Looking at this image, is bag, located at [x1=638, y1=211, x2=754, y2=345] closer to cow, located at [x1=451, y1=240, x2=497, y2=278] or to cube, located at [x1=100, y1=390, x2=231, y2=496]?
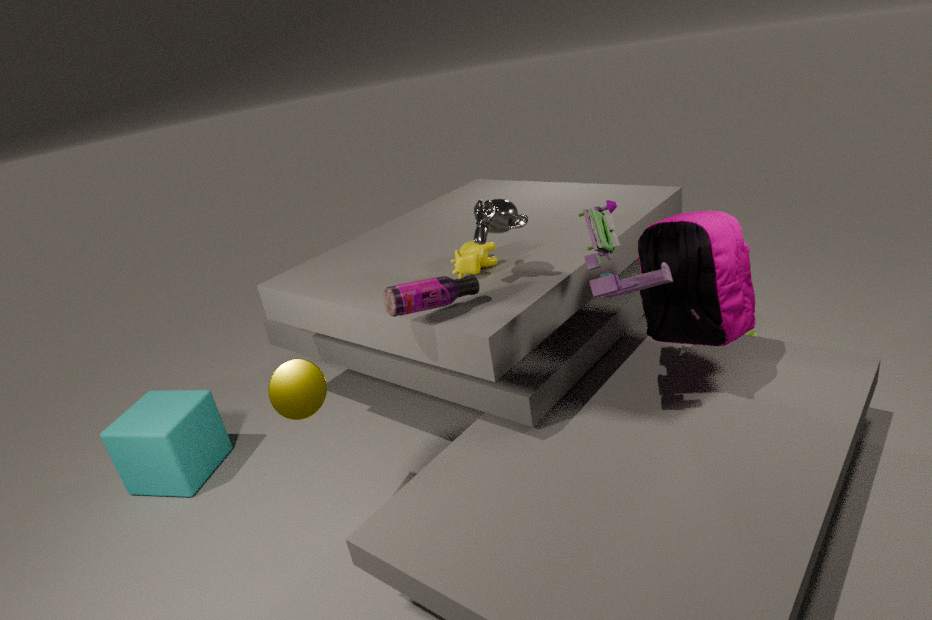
cow, located at [x1=451, y1=240, x2=497, y2=278]
